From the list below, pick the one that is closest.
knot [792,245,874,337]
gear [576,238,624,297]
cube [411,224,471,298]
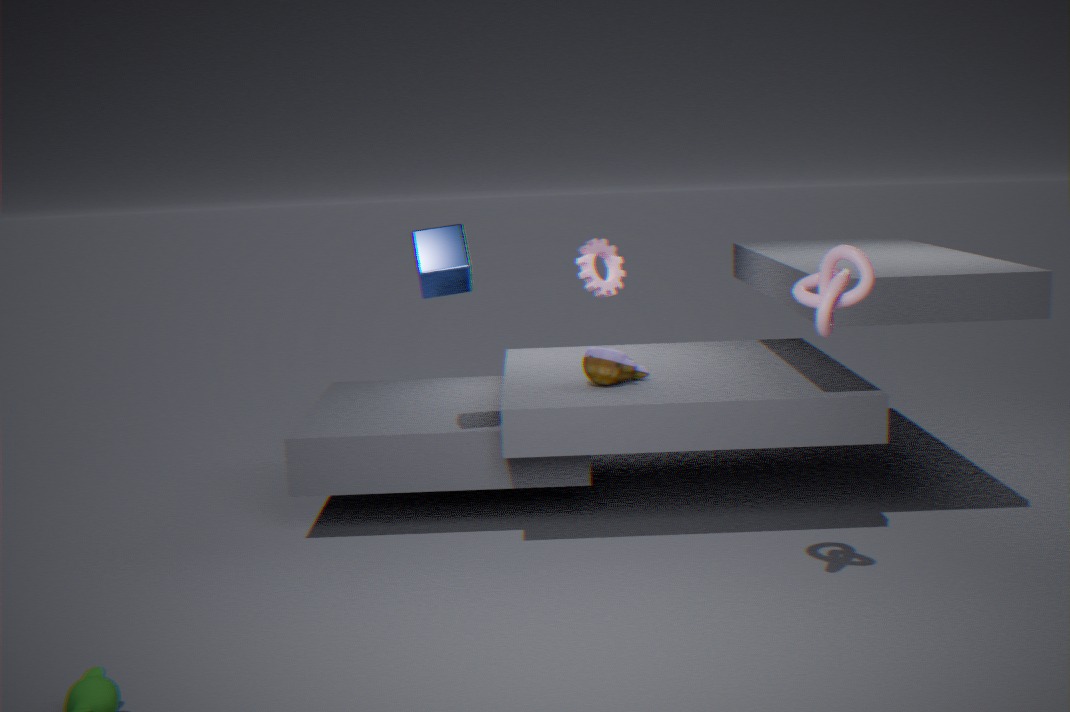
knot [792,245,874,337]
